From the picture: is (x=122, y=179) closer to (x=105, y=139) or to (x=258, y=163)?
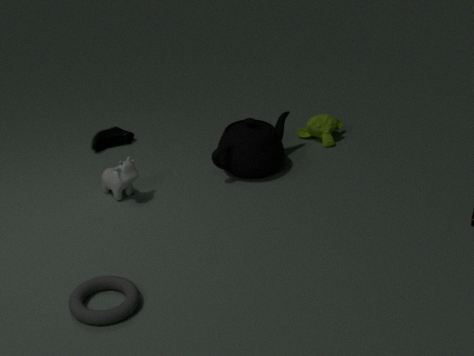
(x=105, y=139)
